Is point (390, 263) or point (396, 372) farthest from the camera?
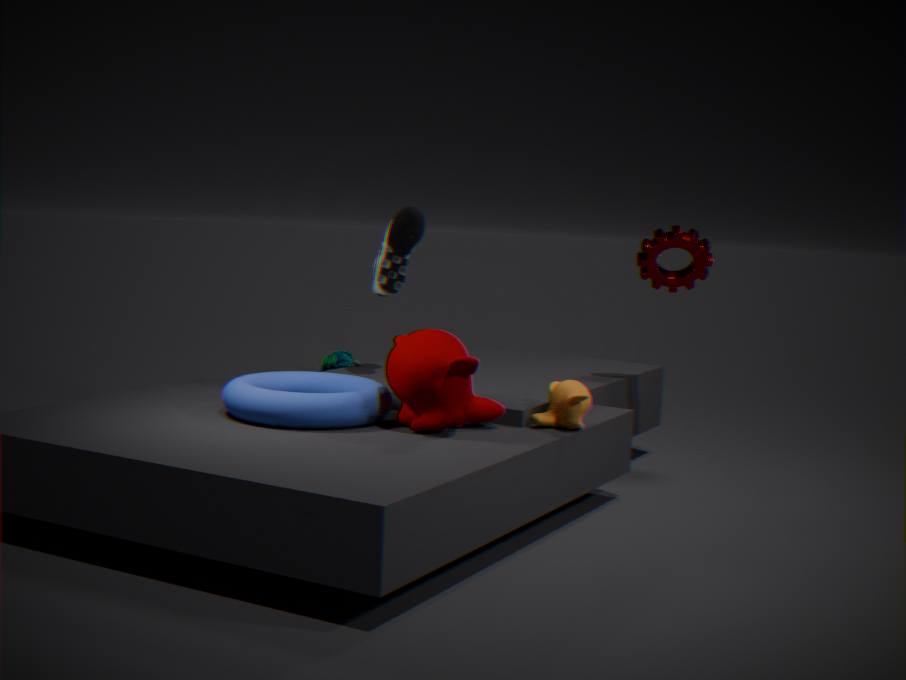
point (390, 263)
